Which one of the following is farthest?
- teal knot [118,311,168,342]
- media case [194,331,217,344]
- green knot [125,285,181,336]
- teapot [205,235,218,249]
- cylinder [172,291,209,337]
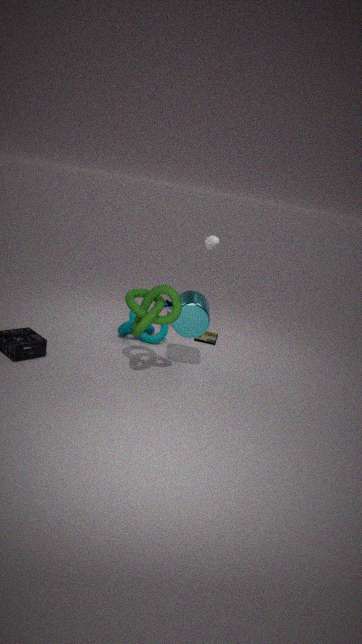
media case [194,331,217,344]
